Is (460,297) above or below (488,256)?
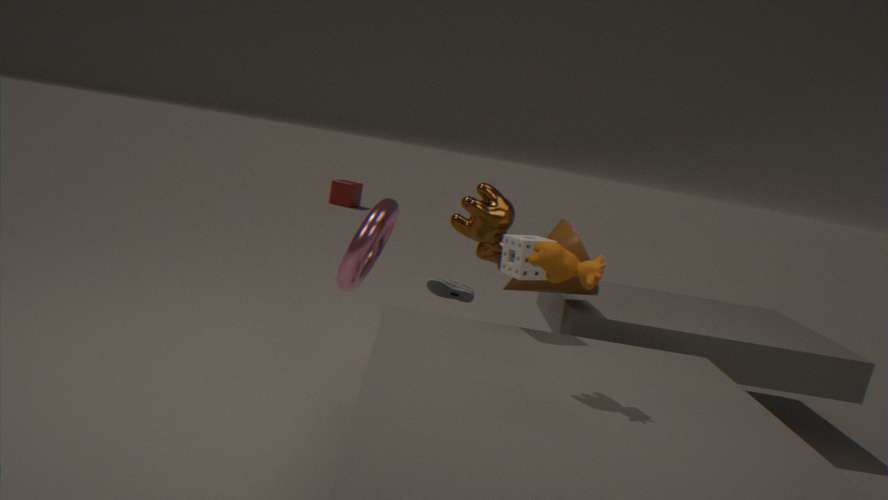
below
